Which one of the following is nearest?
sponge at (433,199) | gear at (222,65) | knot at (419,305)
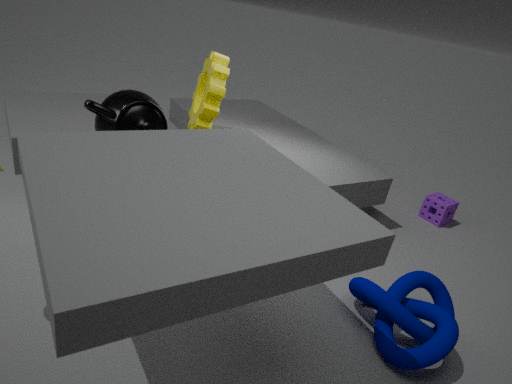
knot at (419,305)
